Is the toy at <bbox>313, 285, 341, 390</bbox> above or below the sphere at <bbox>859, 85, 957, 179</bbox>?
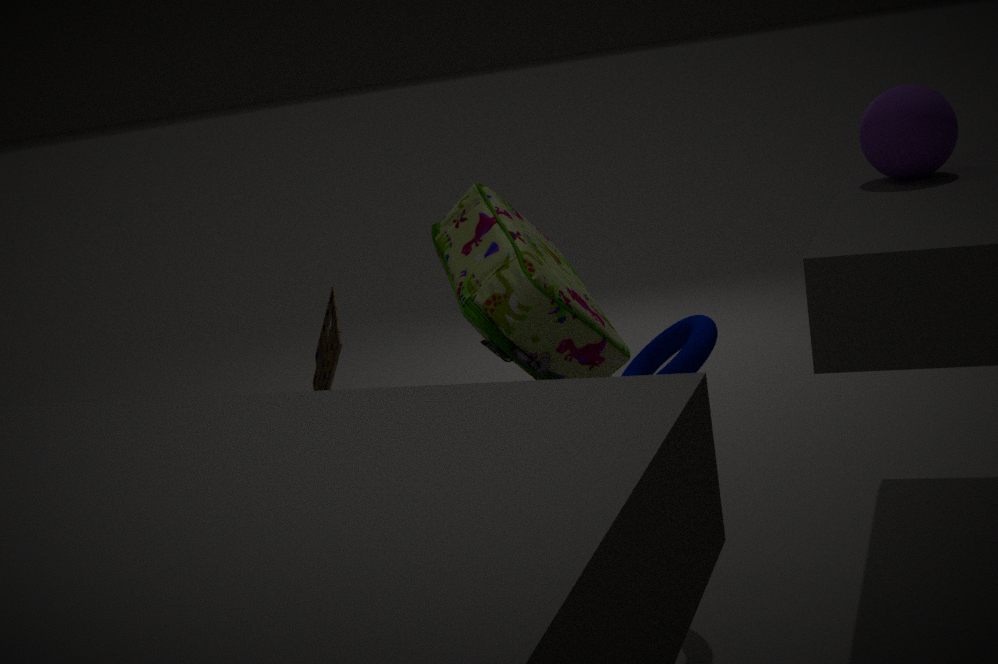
below
